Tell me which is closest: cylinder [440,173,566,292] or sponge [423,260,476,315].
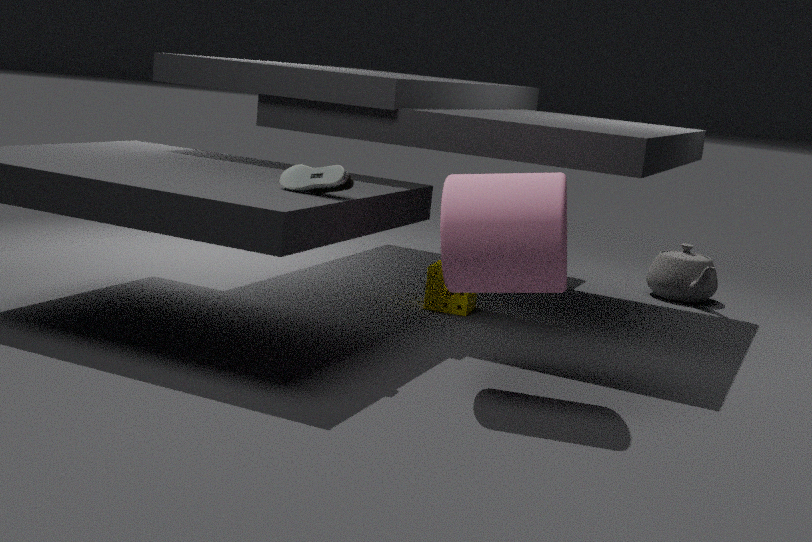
cylinder [440,173,566,292]
